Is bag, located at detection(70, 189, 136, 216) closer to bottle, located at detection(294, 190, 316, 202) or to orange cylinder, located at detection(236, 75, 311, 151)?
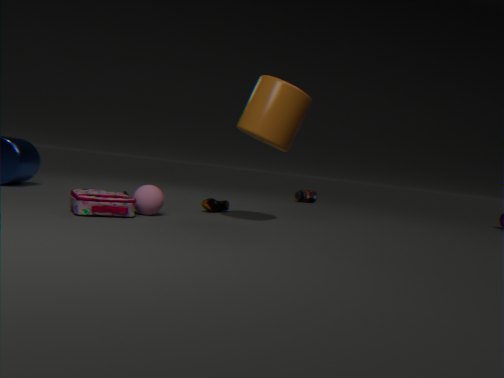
orange cylinder, located at detection(236, 75, 311, 151)
